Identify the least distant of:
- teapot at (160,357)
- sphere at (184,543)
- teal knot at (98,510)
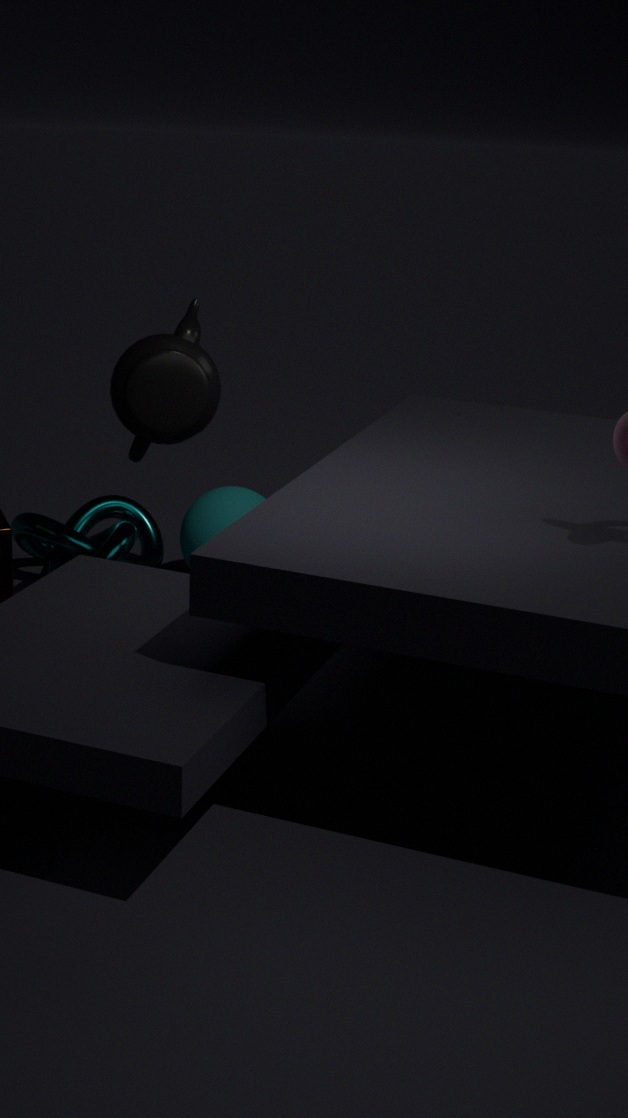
teapot at (160,357)
